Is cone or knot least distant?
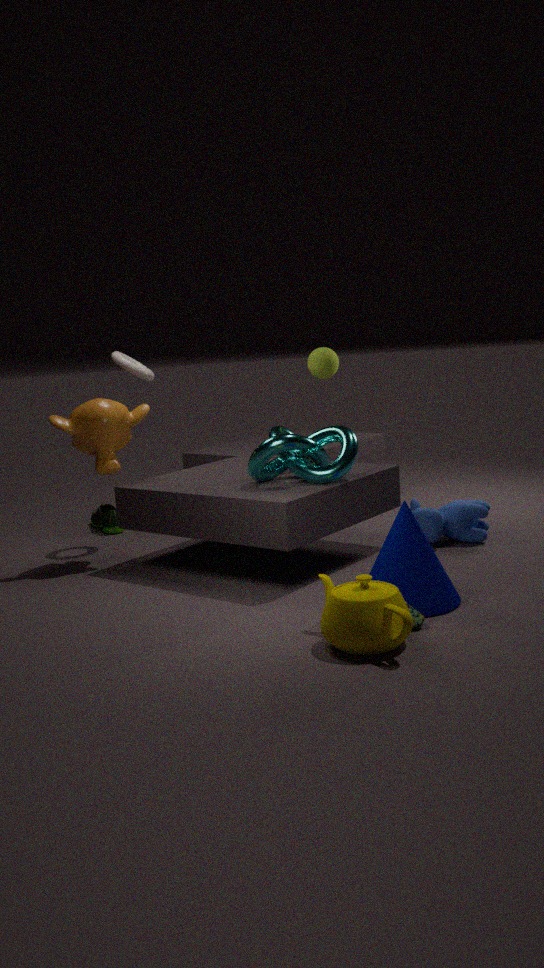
cone
